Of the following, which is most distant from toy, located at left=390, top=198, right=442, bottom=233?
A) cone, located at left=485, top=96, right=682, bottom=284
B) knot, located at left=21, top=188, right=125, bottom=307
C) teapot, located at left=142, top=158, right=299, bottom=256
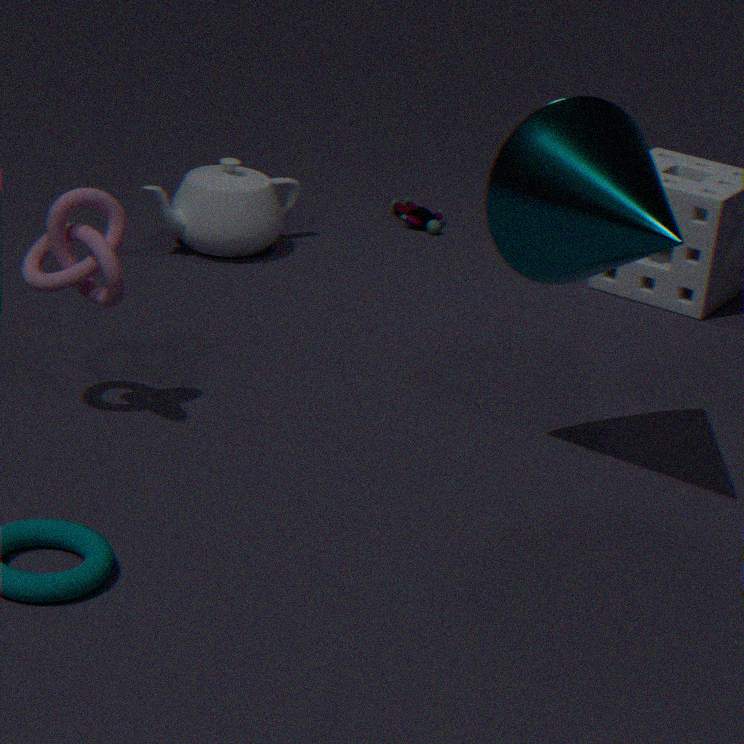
knot, located at left=21, top=188, right=125, bottom=307
